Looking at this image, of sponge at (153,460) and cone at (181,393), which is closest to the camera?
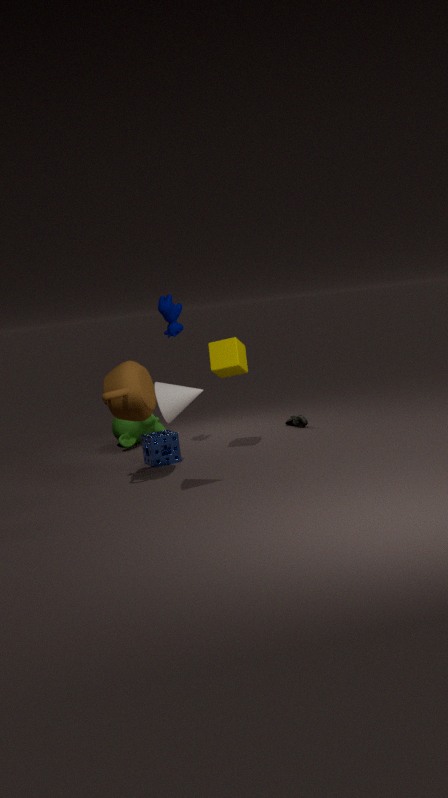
cone at (181,393)
